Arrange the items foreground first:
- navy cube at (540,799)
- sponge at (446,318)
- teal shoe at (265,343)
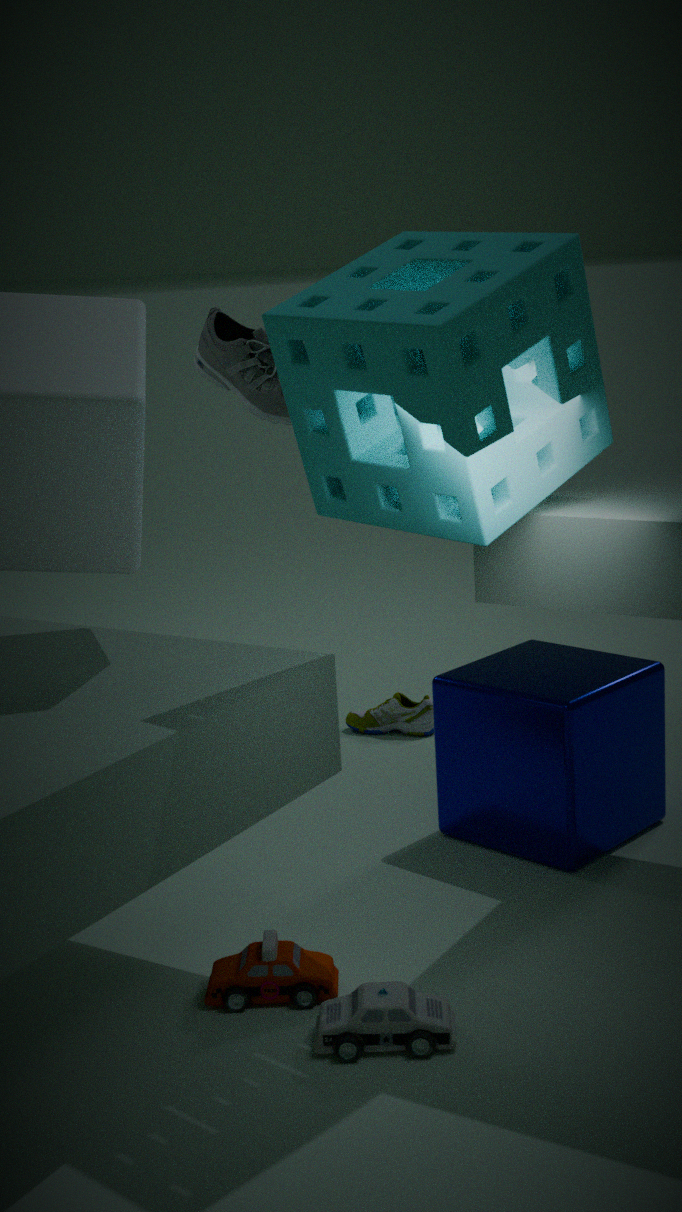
1. sponge at (446,318)
2. navy cube at (540,799)
3. teal shoe at (265,343)
